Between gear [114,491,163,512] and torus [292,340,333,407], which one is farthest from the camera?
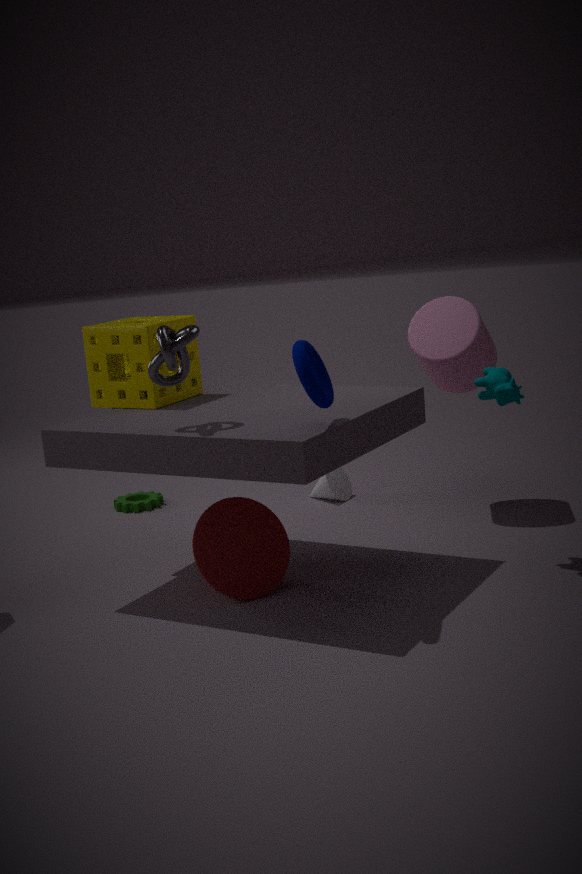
gear [114,491,163,512]
